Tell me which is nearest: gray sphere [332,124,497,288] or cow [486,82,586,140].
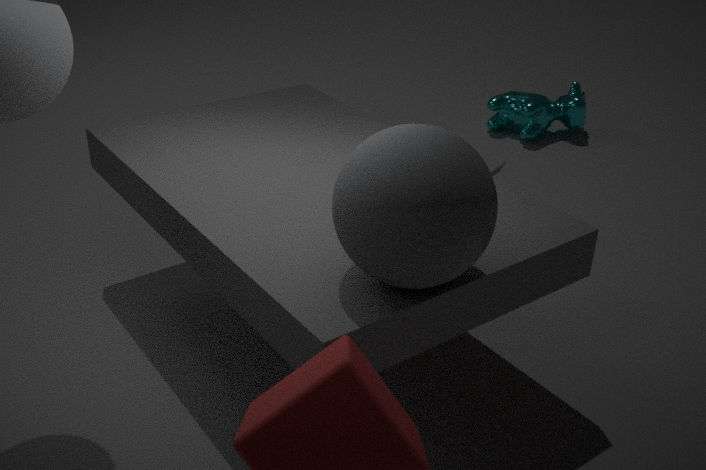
gray sphere [332,124,497,288]
